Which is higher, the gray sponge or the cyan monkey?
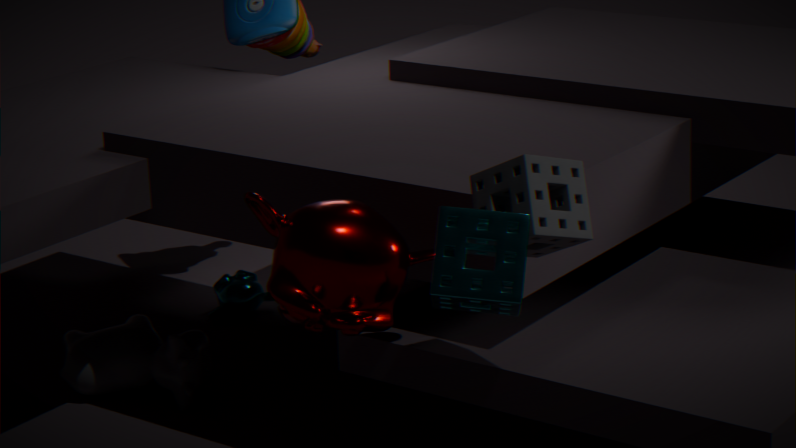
the gray sponge
